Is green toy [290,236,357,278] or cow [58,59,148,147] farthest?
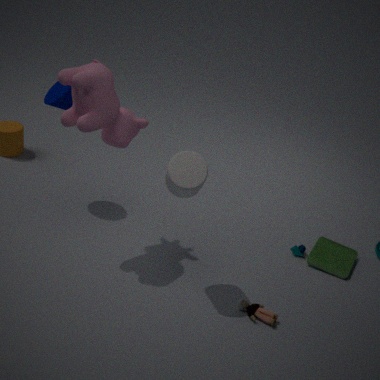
green toy [290,236,357,278]
